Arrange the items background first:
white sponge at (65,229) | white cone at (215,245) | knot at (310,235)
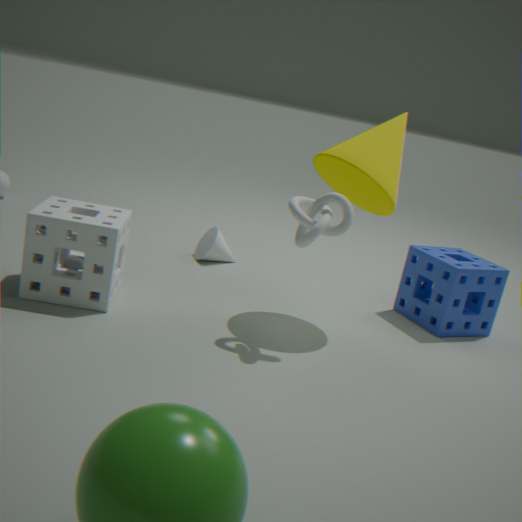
1. white cone at (215,245)
2. white sponge at (65,229)
3. knot at (310,235)
